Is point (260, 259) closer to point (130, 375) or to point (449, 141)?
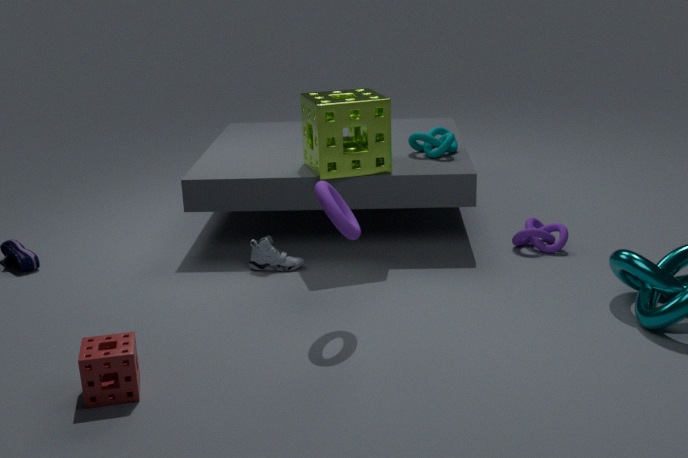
point (449, 141)
